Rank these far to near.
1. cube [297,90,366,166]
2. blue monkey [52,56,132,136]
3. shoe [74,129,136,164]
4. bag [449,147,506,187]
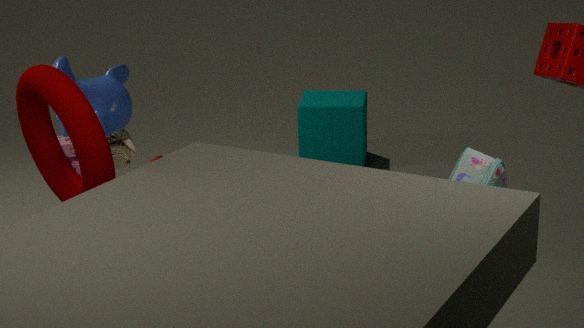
cube [297,90,366,166]
blue monkey [52,56,132,136]
shoe [74,129,136,164]
bag [449,147,506,187]
